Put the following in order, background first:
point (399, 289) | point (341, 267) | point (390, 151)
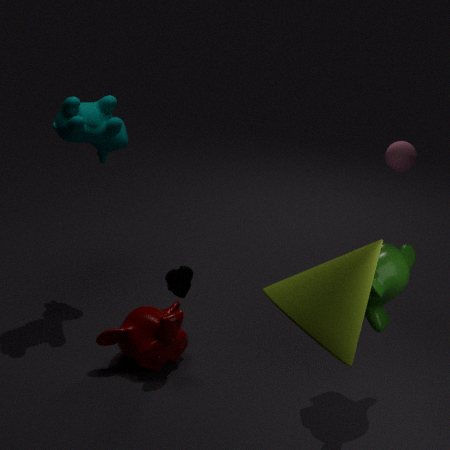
1. point (390, 151)
2. point (399, 289)
3. point (341, 267)
